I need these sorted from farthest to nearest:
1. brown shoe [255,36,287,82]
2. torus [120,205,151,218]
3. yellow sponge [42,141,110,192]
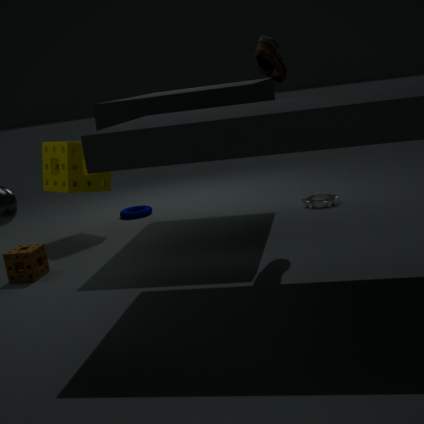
torus [120,205,151,218]
yellow sponge [42,141,110,192]
brown shoe [255,36,287,82]
